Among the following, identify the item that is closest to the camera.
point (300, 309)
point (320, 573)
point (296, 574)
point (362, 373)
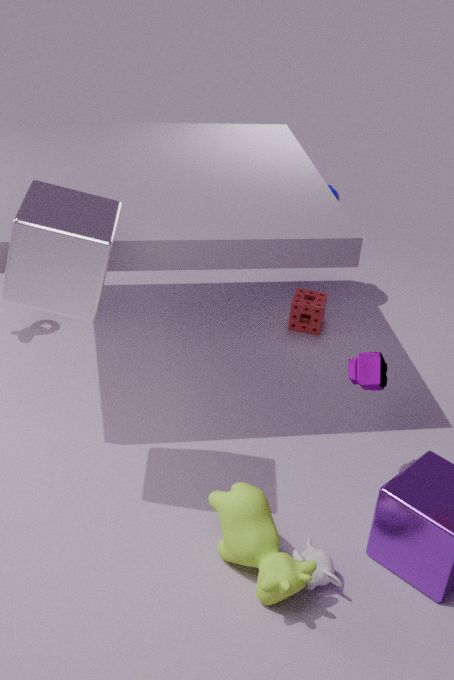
point (296, 574)
